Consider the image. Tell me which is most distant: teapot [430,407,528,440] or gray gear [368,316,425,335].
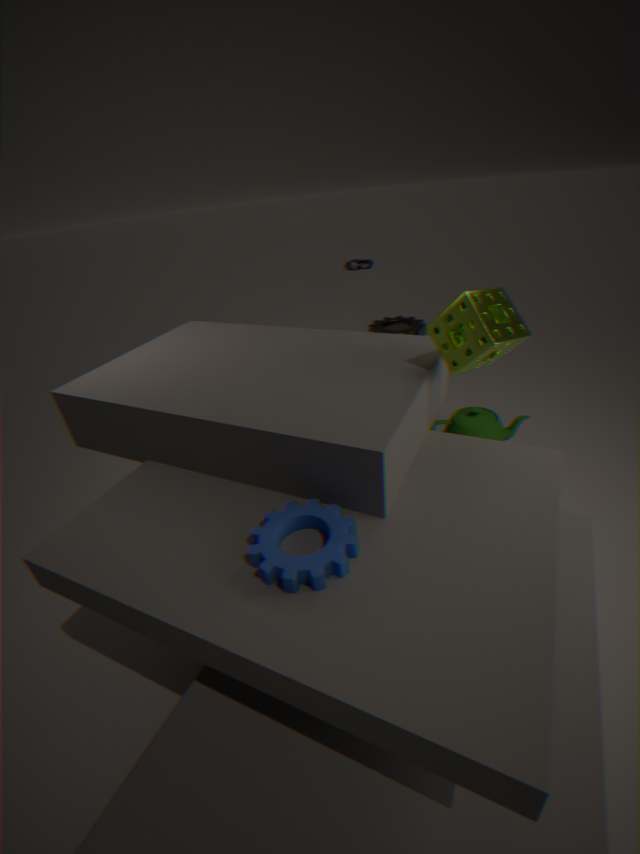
gray gear [368,316,425,335]
